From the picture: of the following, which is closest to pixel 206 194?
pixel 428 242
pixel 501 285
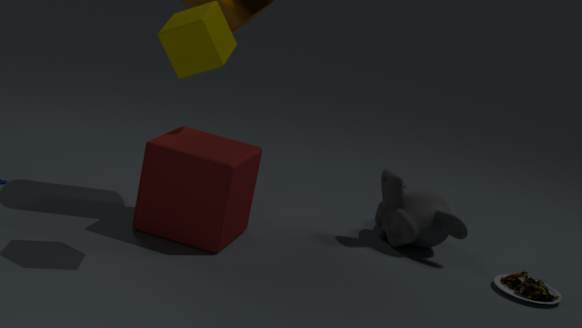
pixel 428 242
